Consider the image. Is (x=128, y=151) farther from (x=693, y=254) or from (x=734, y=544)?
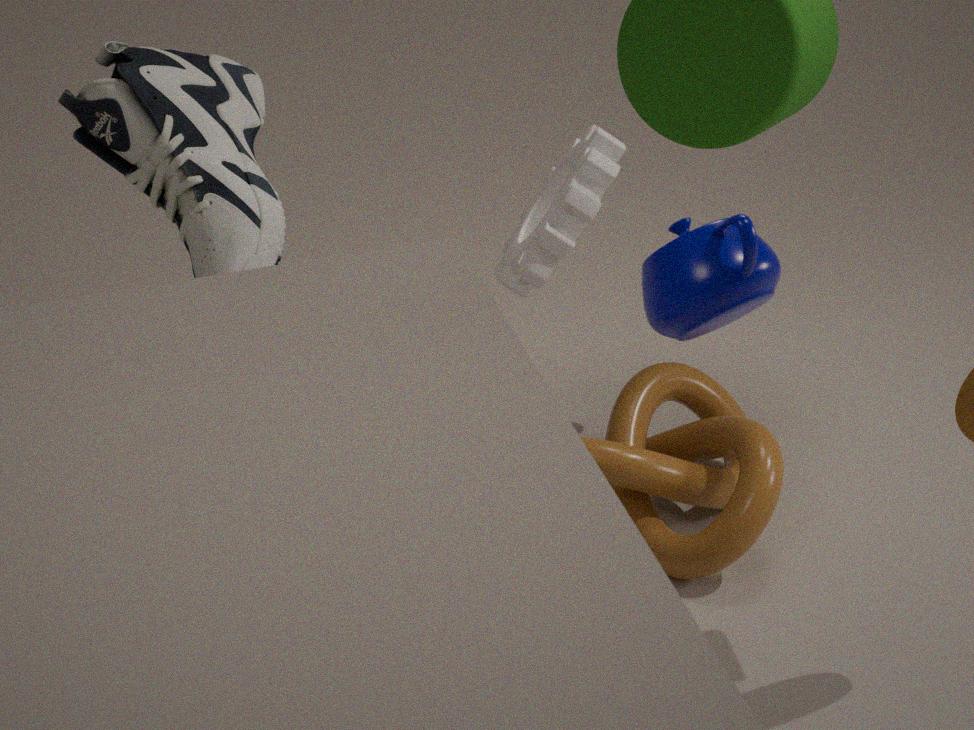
(x=734, y=544)
